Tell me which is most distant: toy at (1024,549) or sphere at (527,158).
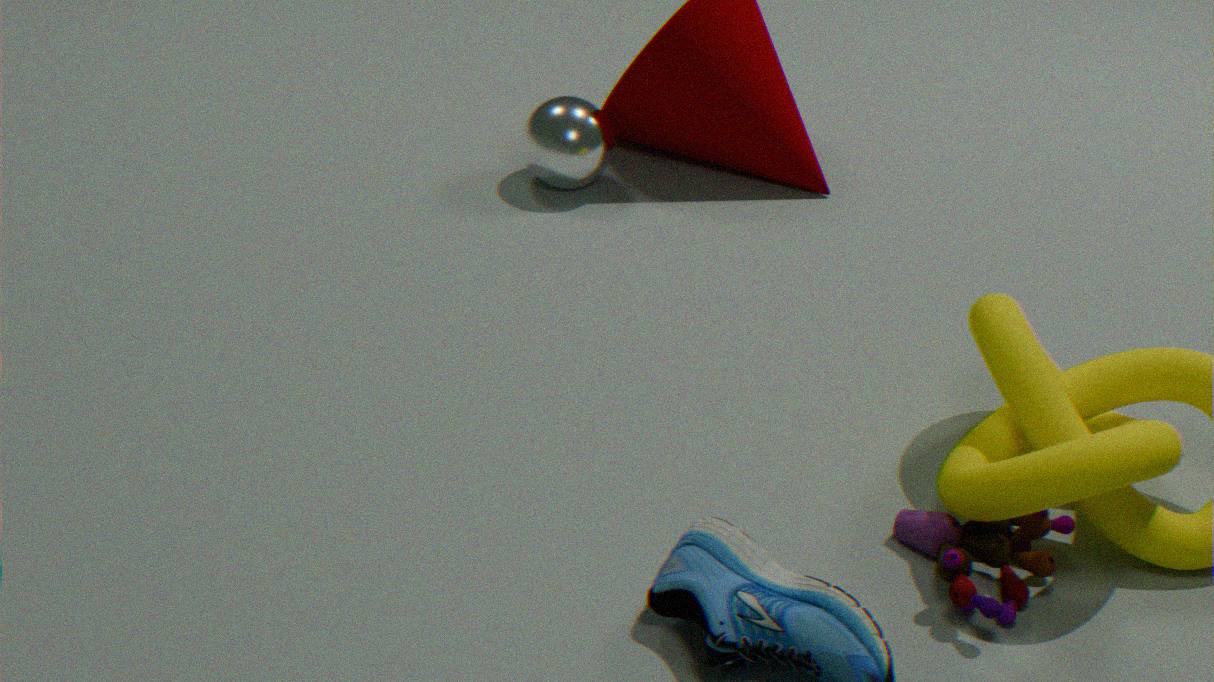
sphere at (527,158)
